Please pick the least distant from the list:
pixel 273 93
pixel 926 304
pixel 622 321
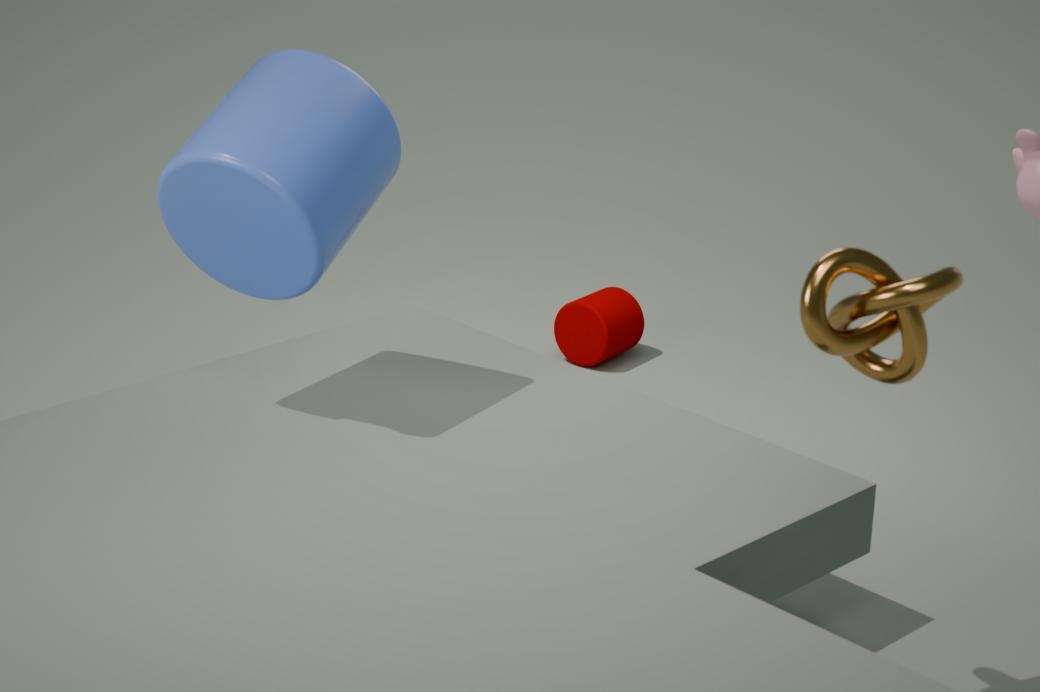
pixel 926 304
